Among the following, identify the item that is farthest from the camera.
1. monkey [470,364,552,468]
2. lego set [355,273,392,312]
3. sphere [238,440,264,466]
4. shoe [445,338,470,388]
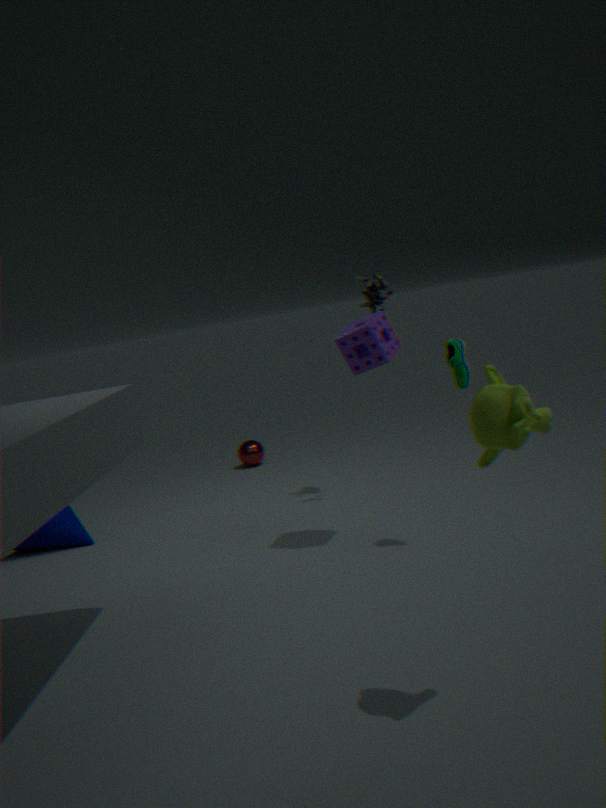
sphere [238,440,264,466]
